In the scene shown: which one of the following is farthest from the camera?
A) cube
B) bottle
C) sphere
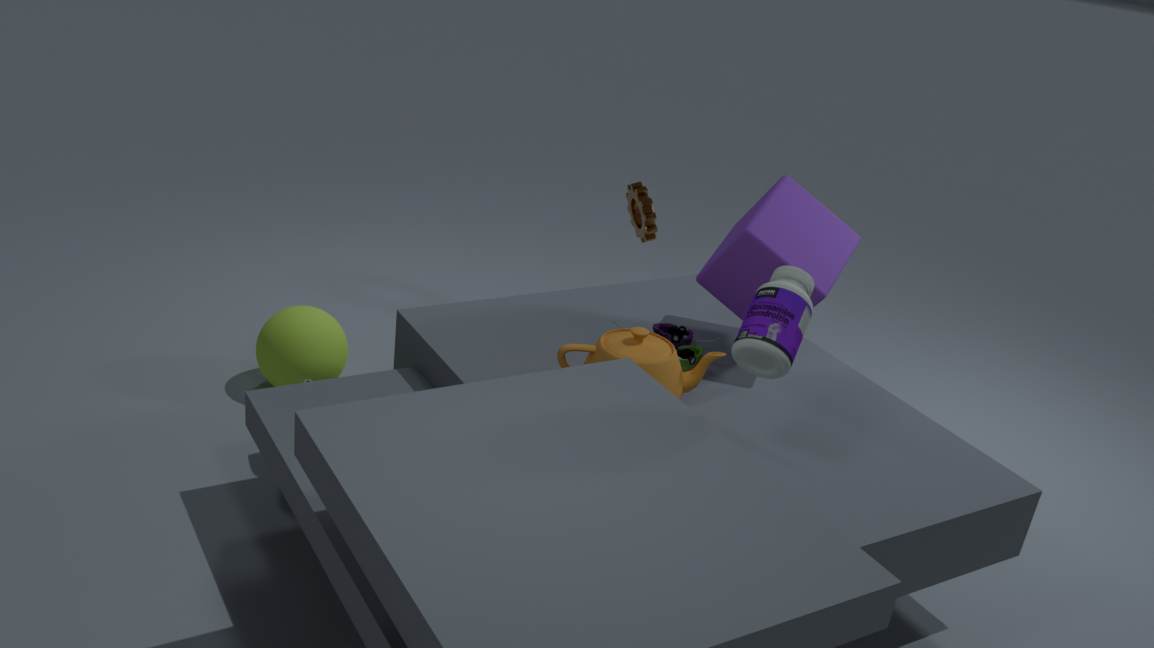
C. sphere
